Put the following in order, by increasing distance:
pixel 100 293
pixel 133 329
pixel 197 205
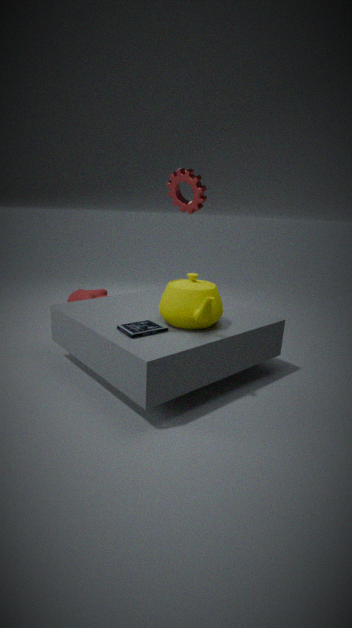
1. pixel 133 329
2. pixel 197 205
3. pixel 100 293
